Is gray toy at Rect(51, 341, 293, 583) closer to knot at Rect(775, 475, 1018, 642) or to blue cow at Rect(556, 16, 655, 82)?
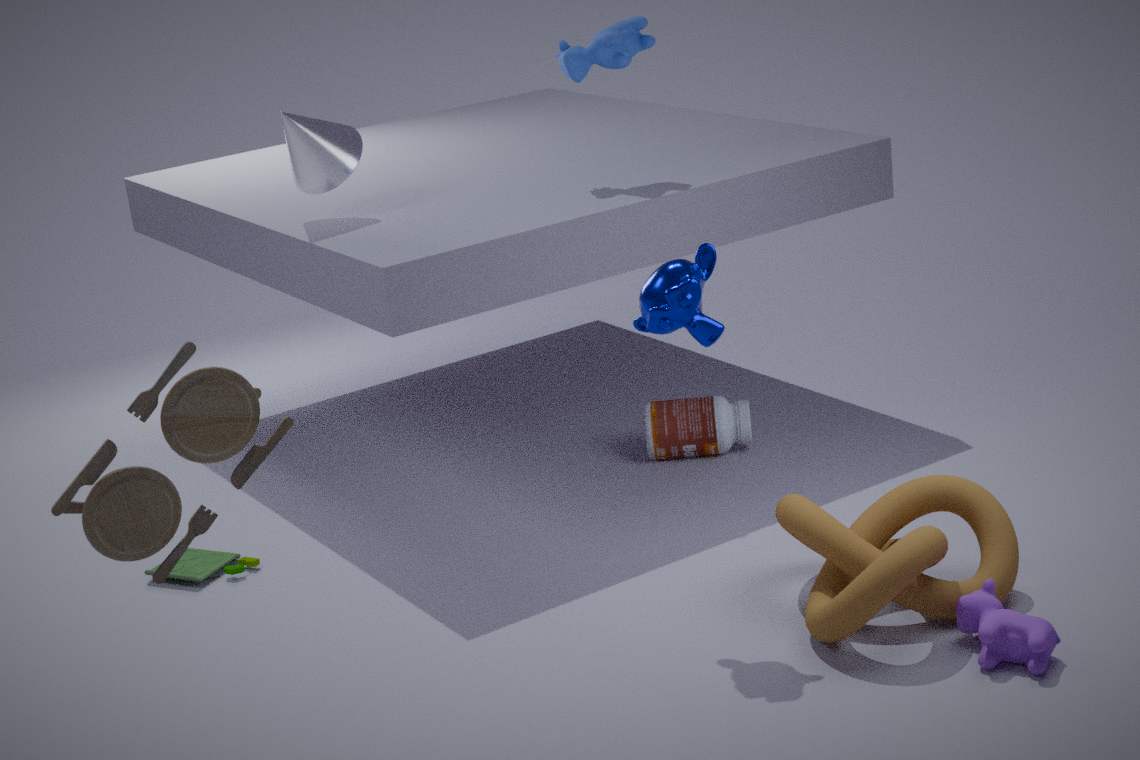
knot at Rect(775, 475, 1018, 642)
